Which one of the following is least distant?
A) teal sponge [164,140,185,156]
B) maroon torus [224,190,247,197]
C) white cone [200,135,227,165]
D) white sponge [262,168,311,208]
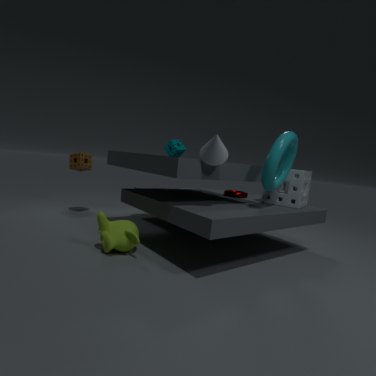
white cone [200,135,227,165]
